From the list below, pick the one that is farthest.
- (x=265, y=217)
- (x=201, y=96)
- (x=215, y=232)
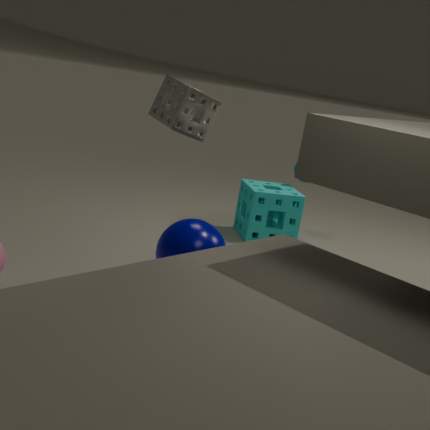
(x=265, y=217)
